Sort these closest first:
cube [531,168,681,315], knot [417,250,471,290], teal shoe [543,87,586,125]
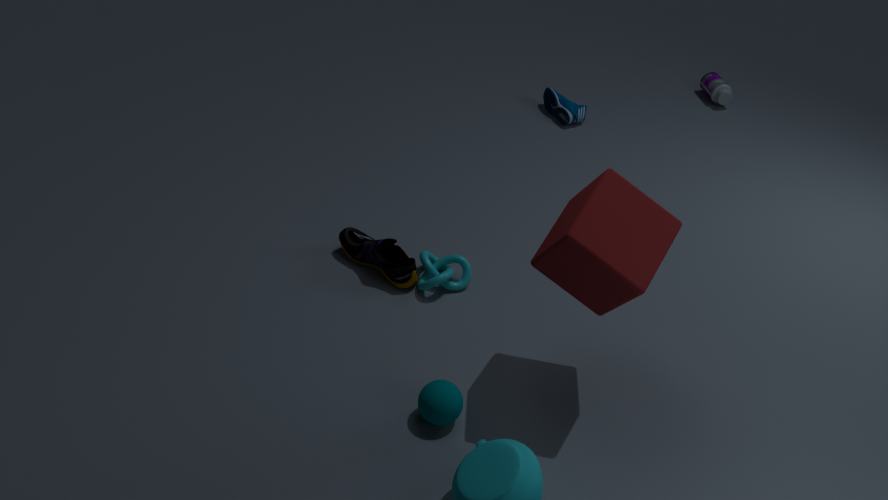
cube [531,168,681,315] < knot [417,250,471,290] < teal shoe [543,87,586,125]
